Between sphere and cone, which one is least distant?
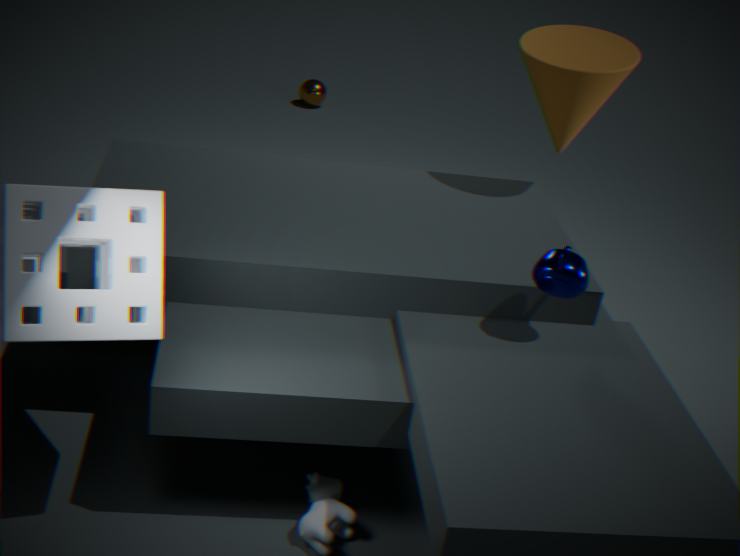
cone
